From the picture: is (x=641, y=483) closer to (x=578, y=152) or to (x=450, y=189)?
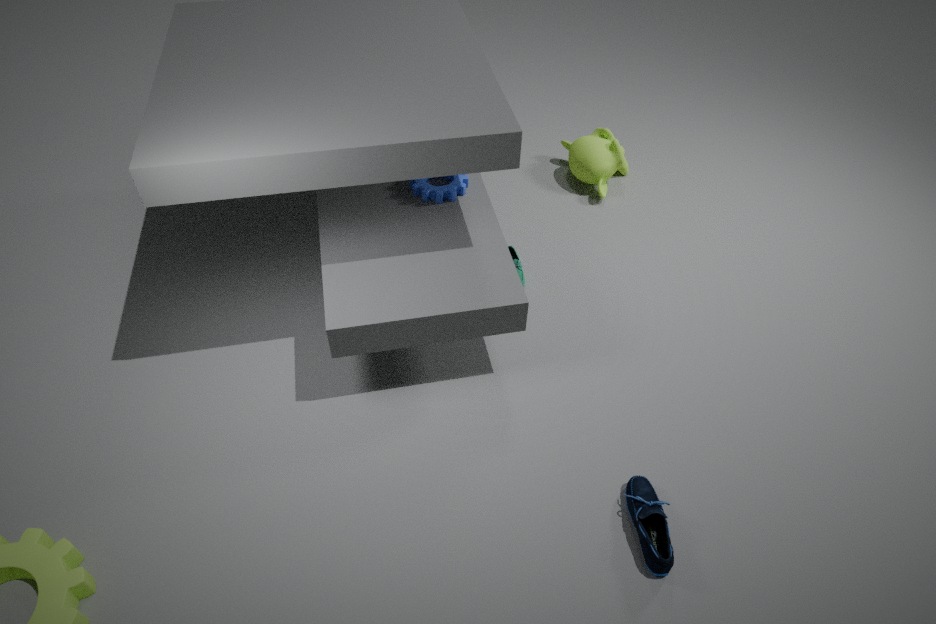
(x=450, y=189)
